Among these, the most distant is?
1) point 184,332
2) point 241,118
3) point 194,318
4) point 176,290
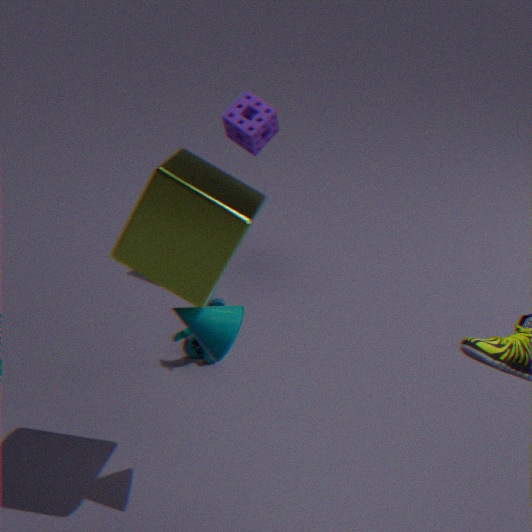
2. point 241,118
